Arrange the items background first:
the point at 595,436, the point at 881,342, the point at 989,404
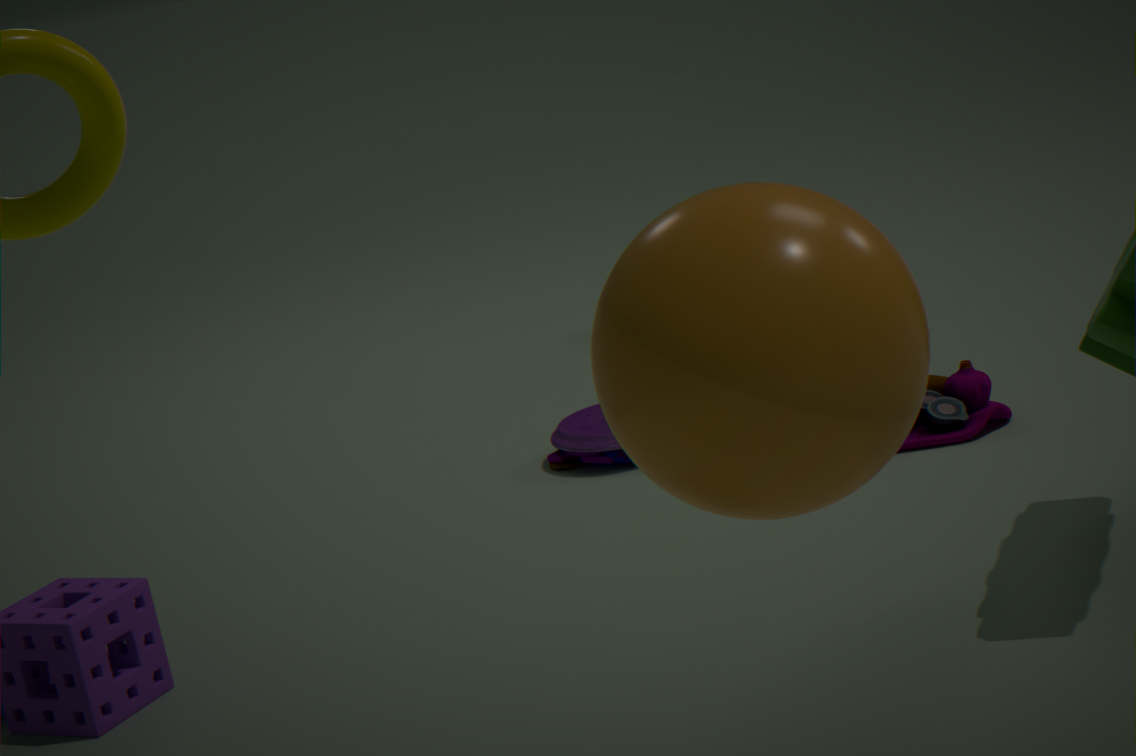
the point at 595,436 → the point at 989,404 → the point at 881,342
